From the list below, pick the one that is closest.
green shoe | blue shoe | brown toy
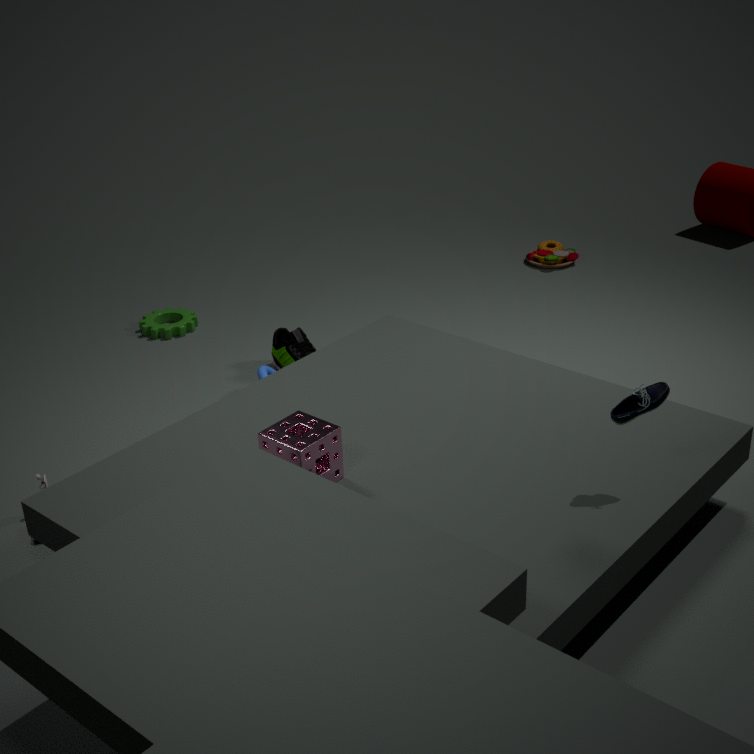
blue shoe
